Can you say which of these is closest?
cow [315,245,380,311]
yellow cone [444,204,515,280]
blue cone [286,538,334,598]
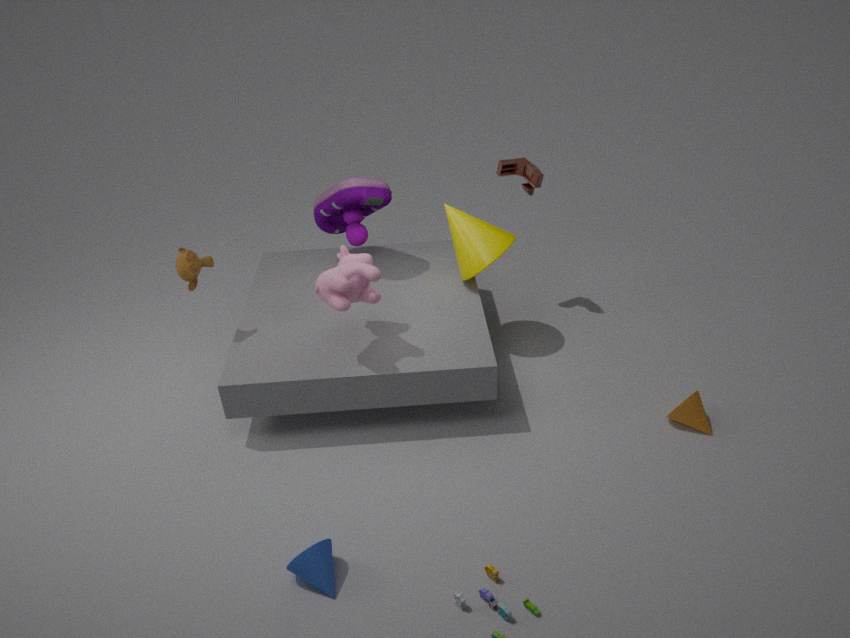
blue cone [286,538,334,598]
